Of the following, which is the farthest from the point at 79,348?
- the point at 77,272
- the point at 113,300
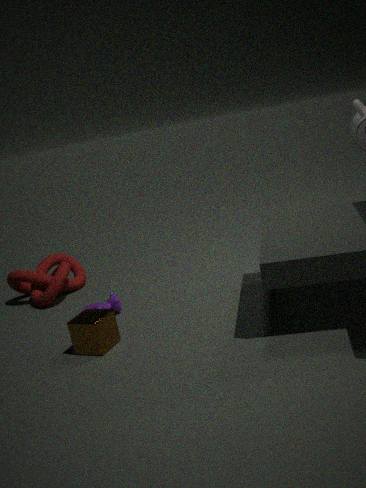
the point at 77,272
